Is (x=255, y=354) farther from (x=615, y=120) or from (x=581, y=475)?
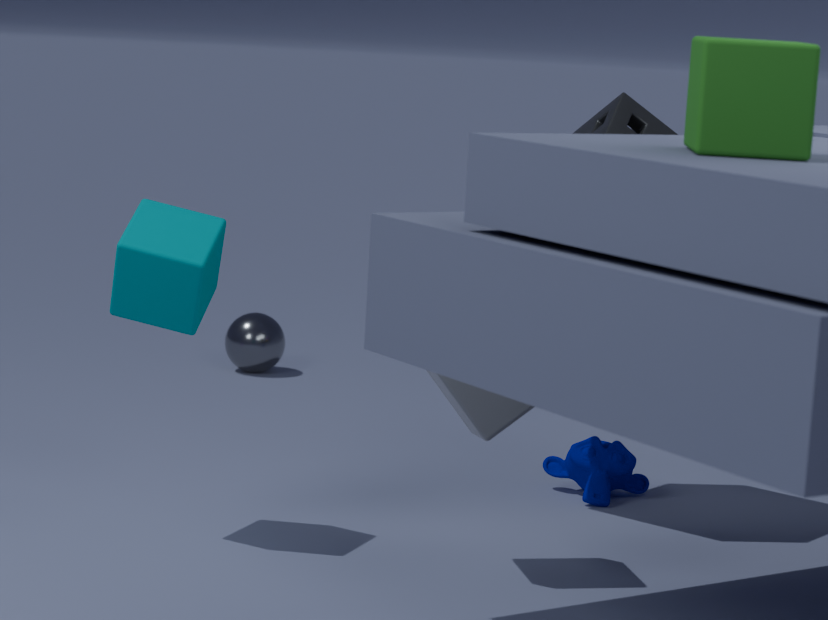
(x=615, y=120)
